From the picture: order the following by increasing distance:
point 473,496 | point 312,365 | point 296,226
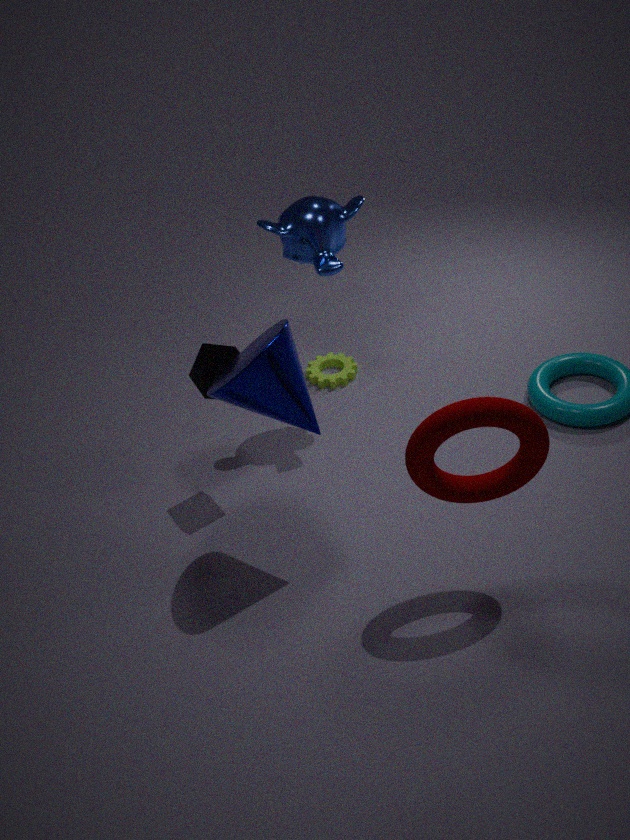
1. point 473,496
2. point 296,226
3. point 312,365
